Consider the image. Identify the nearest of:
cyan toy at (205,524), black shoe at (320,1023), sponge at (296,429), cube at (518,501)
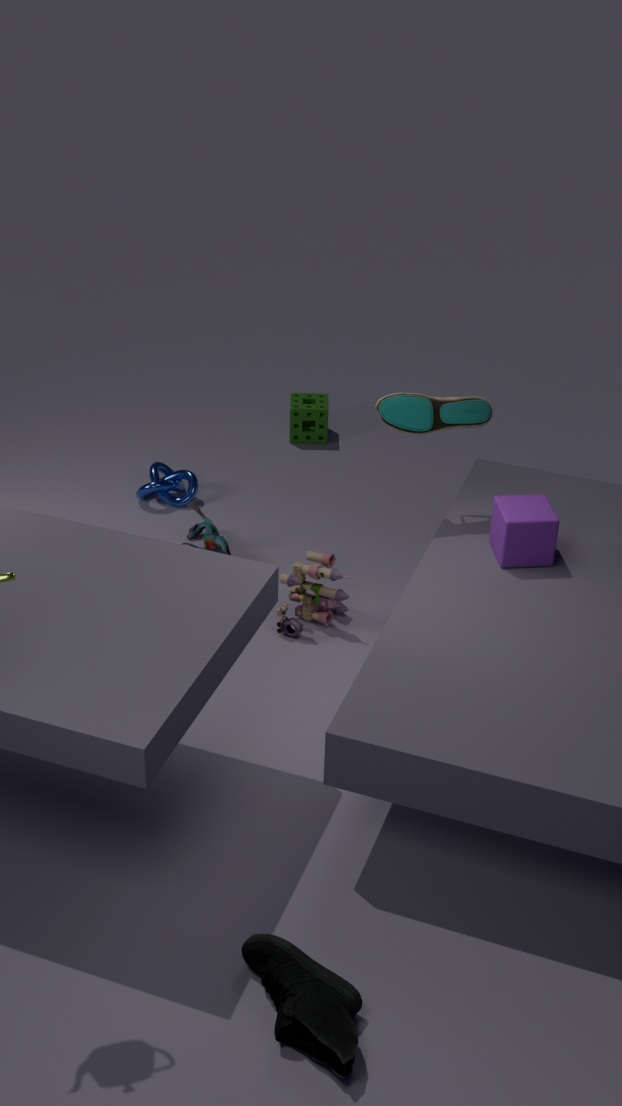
black shoe at (320,1023)
